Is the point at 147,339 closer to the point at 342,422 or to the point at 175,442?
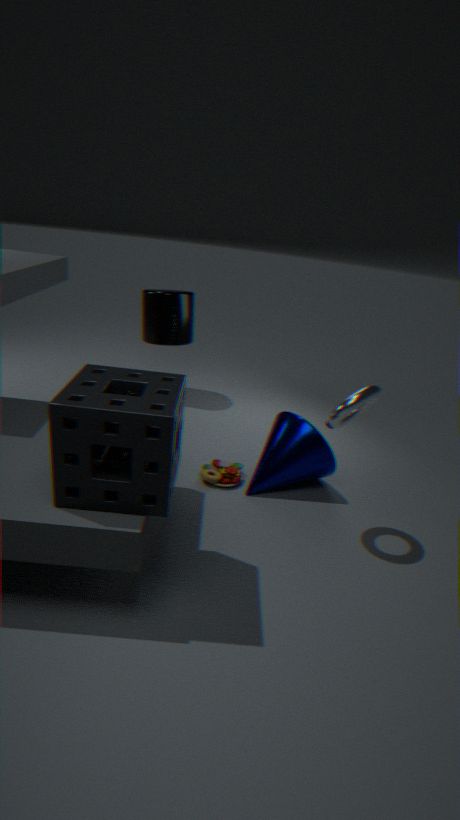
the point at 342,422
